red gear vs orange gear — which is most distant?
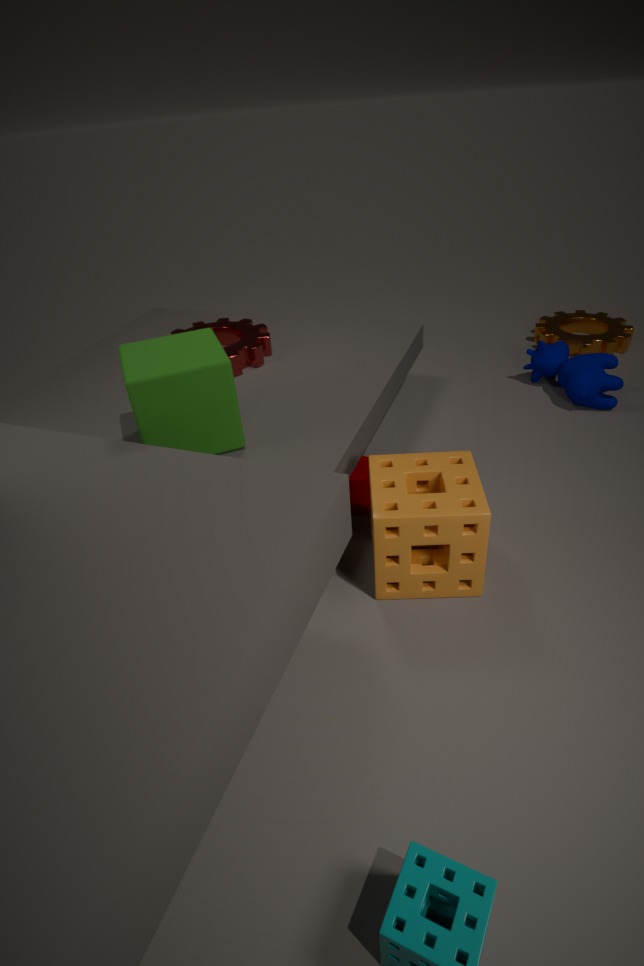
orange gear
